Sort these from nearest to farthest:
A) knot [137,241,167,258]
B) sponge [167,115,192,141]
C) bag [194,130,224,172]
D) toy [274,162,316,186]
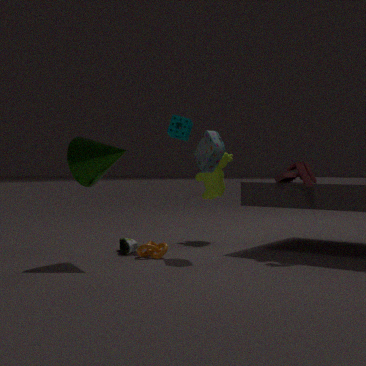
toy [274,162,316,186] < bag [194,130,224,172] < knot [137,241,167,258] < sponge [167,115,192,141]
